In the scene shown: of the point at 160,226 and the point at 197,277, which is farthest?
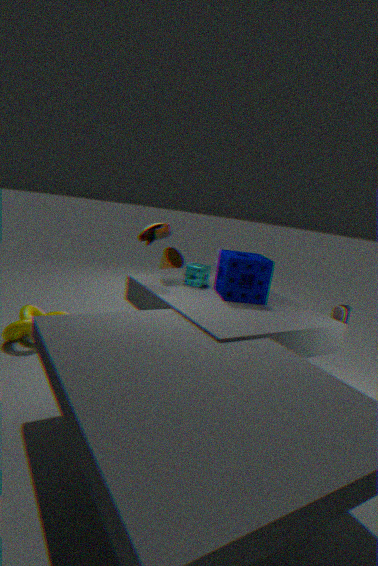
the point at 197,277
